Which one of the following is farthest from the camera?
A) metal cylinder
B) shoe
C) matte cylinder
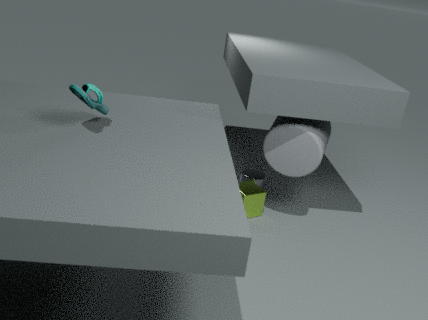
metal cylinder
